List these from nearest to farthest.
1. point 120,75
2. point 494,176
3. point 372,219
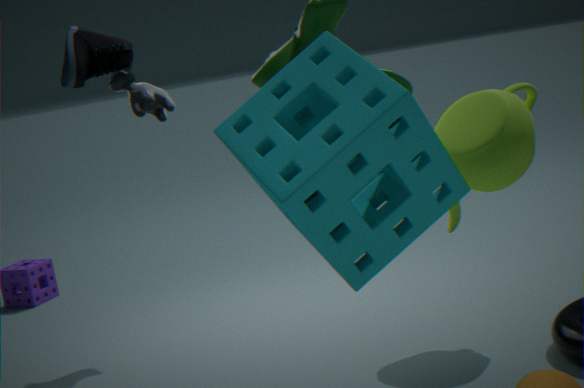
point 372,219 < point 494,176 < point 120,75
